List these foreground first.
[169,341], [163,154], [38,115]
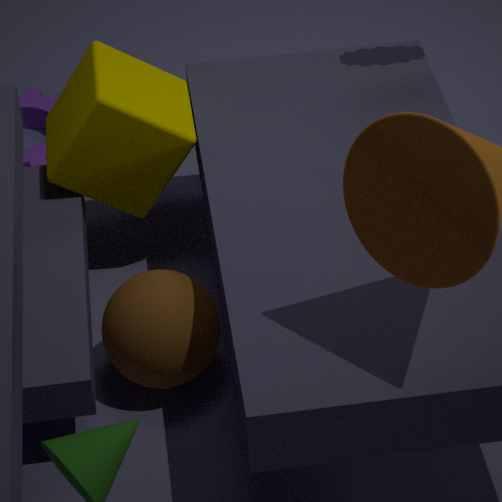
[169,341]
[163,154]
[38,115]
